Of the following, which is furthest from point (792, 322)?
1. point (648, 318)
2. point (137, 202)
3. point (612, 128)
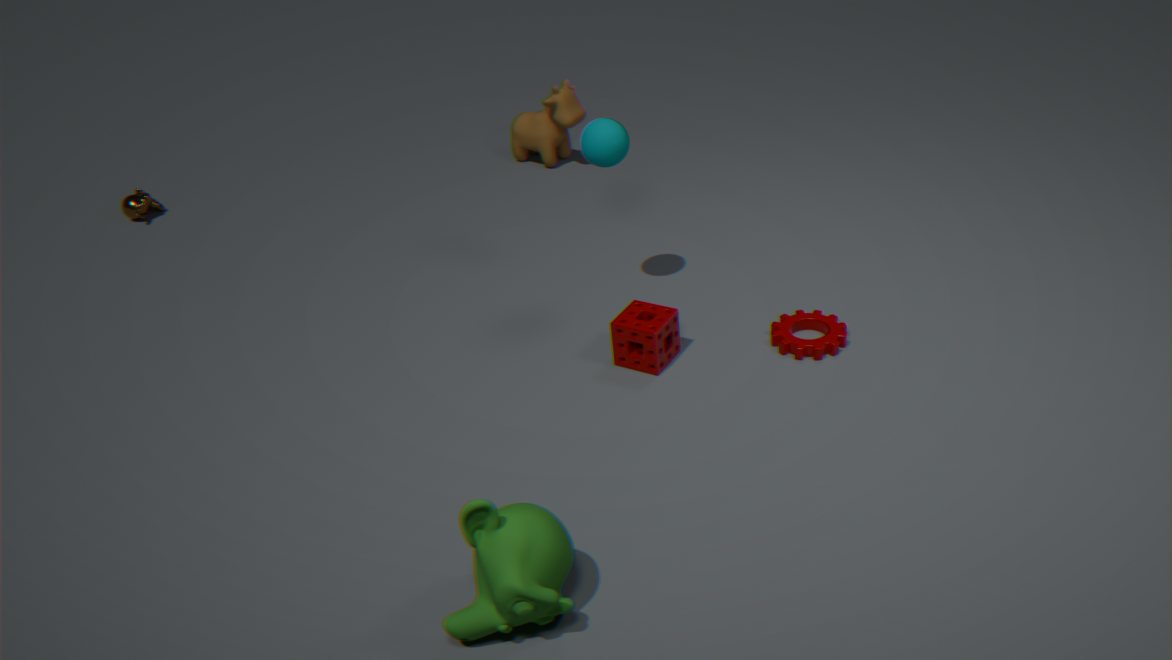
point (137, 202)
